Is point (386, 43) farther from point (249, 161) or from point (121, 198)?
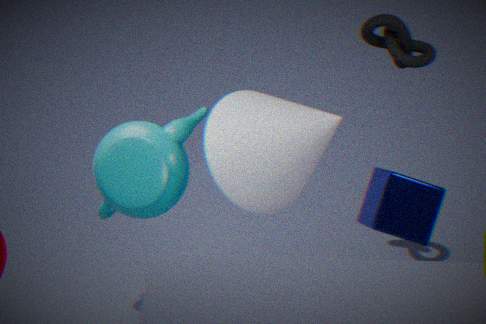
point (121, 198)
